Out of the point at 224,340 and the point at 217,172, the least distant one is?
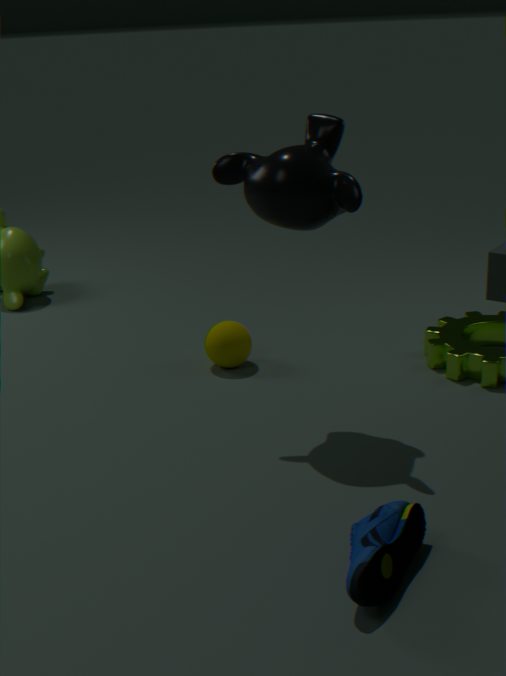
the point at 217,172
